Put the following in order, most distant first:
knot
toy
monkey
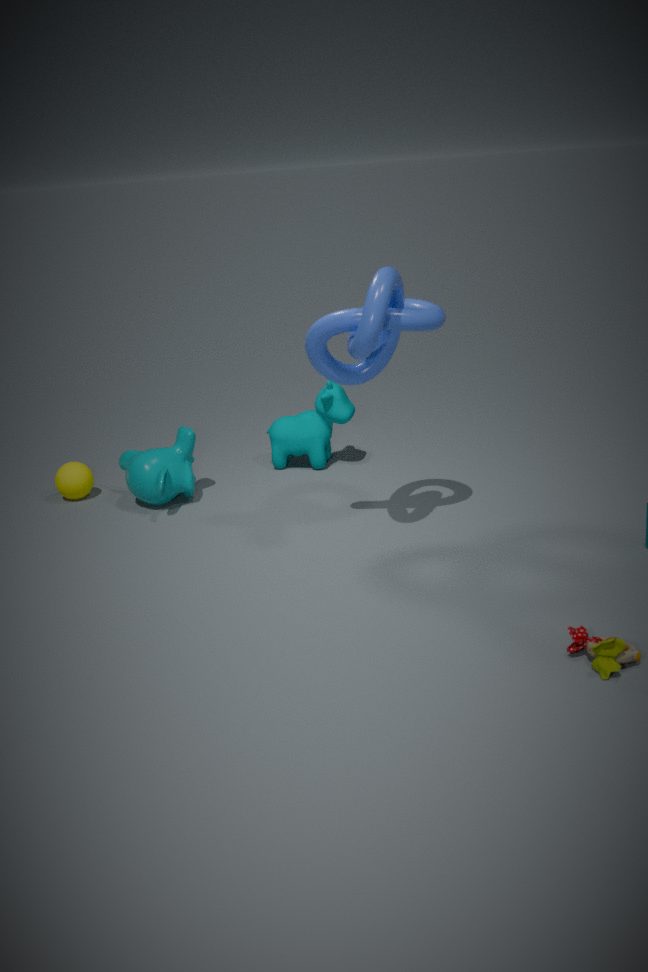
monkey
knot
toy
